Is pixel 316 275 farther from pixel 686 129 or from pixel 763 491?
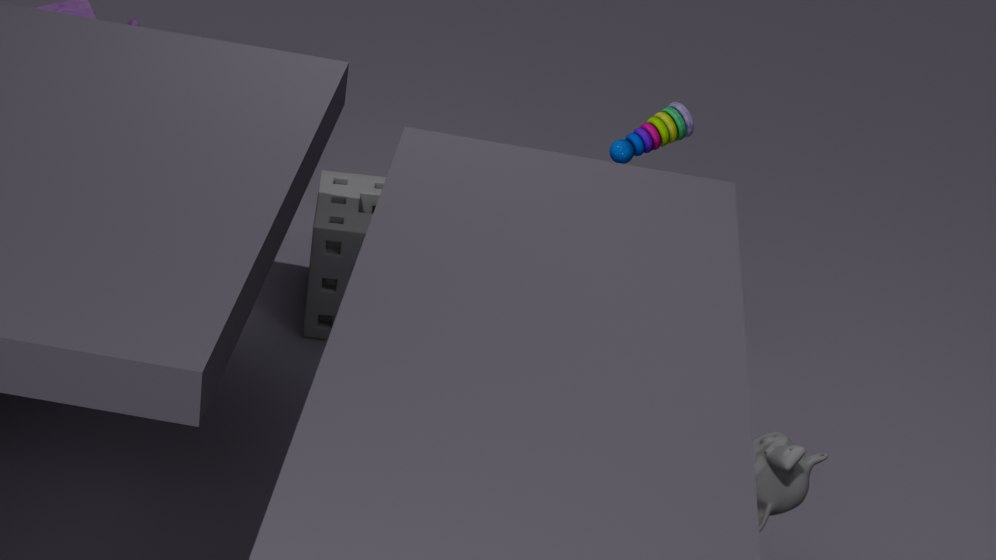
pixel 763 491
